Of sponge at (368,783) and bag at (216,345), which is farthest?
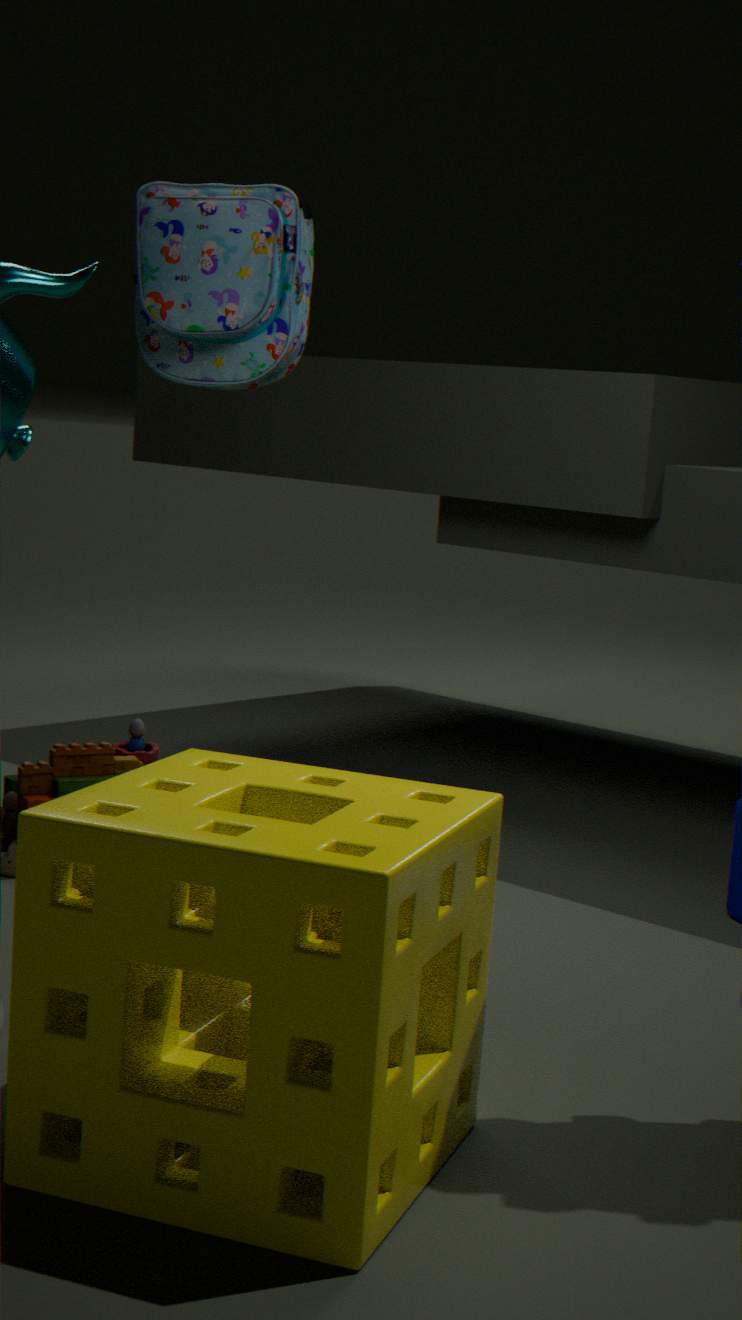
bag at (216,345)
